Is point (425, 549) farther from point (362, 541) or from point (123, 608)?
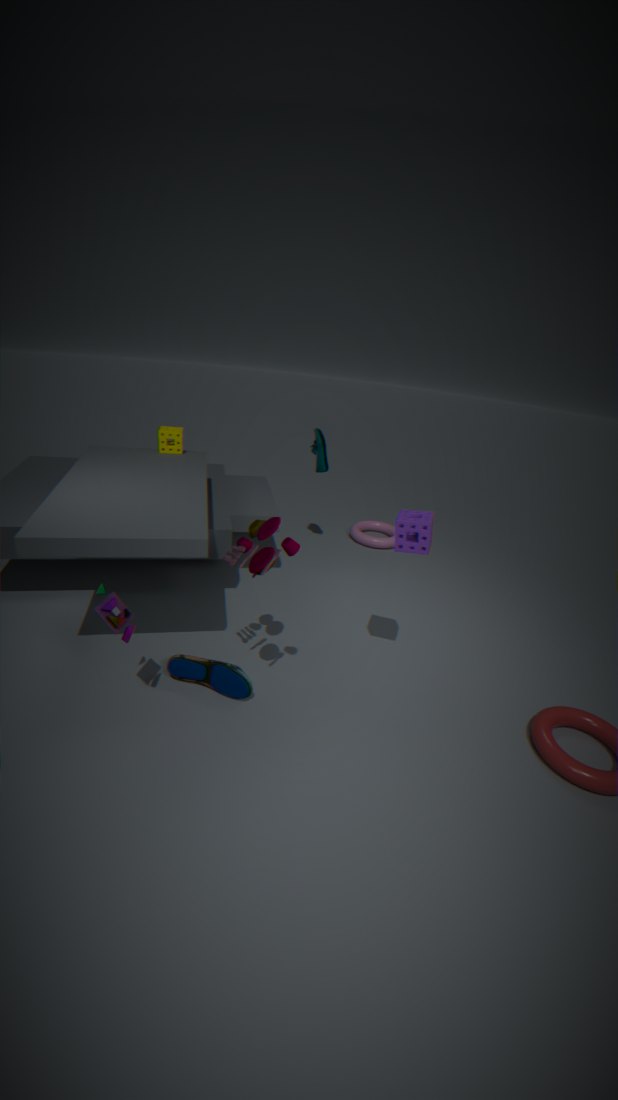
point (362, 541)
